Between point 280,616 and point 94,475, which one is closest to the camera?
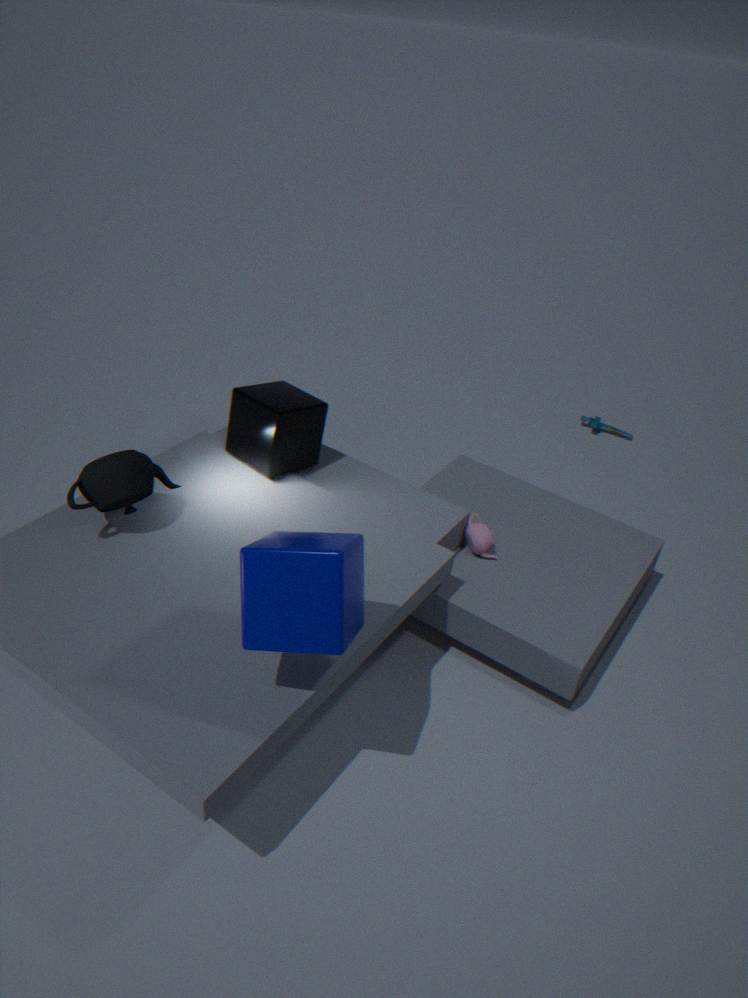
point 280,616
